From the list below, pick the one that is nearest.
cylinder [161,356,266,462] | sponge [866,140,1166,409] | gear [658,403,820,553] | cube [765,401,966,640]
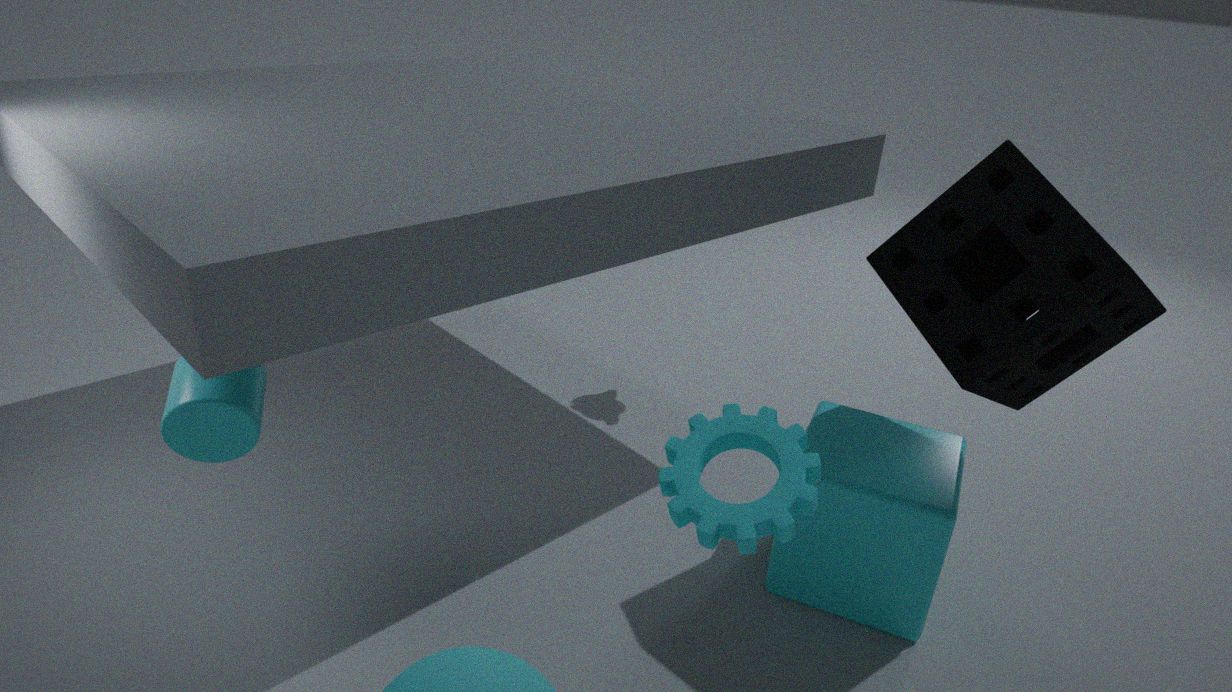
gear [658,403,820,553]
